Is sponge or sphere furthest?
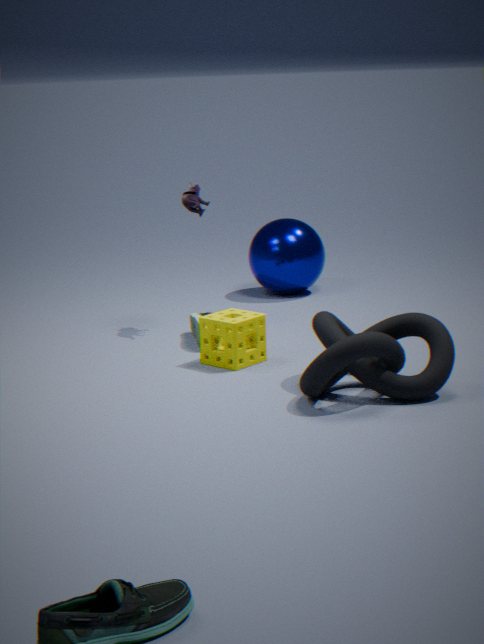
sphere
